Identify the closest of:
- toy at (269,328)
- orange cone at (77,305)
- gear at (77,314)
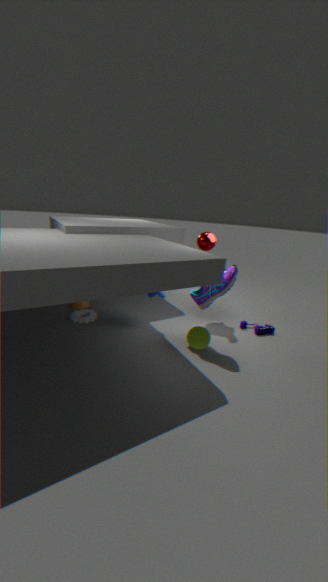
gear at (77,314)
